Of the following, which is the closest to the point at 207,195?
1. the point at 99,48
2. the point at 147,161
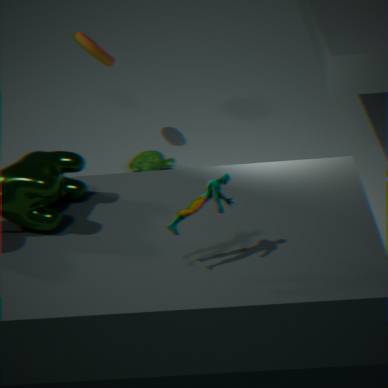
the point at 147,161
